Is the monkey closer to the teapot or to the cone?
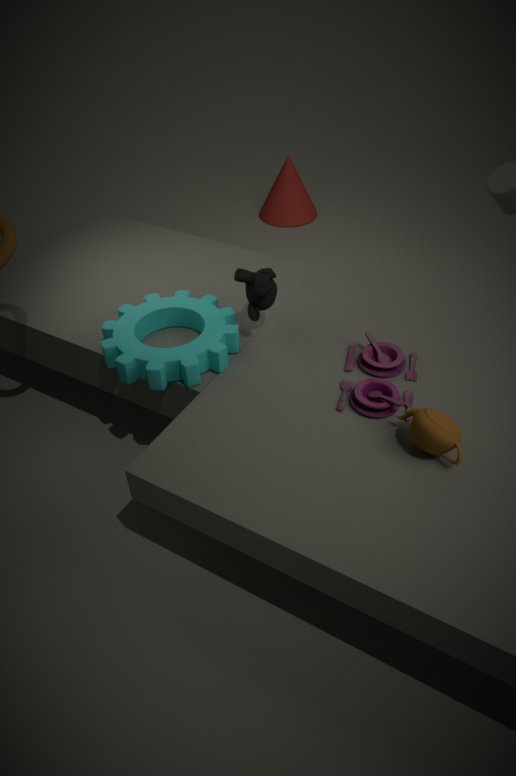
the teapot
